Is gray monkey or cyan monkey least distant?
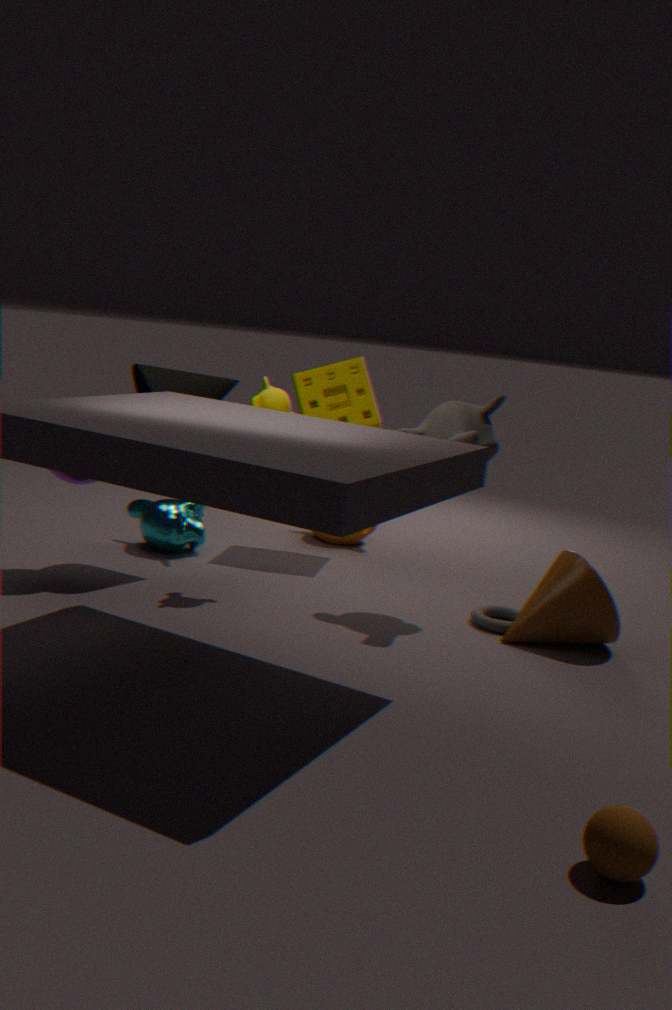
gray monkey
